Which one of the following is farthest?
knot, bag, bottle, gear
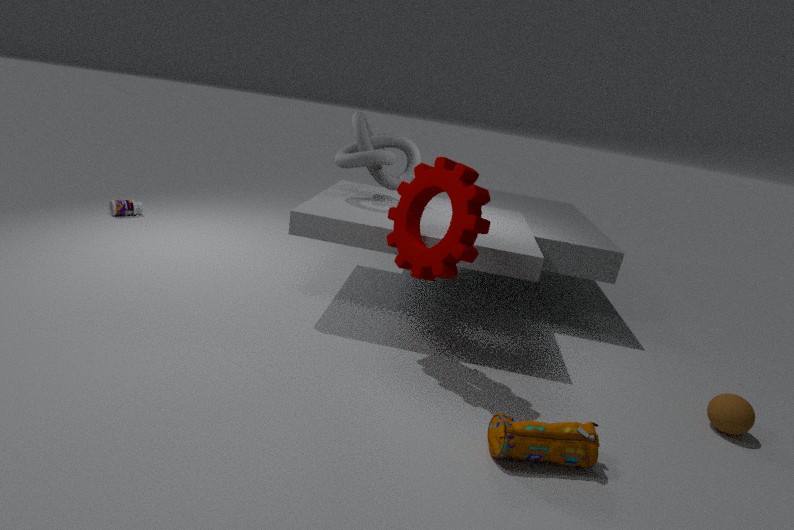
bottle
